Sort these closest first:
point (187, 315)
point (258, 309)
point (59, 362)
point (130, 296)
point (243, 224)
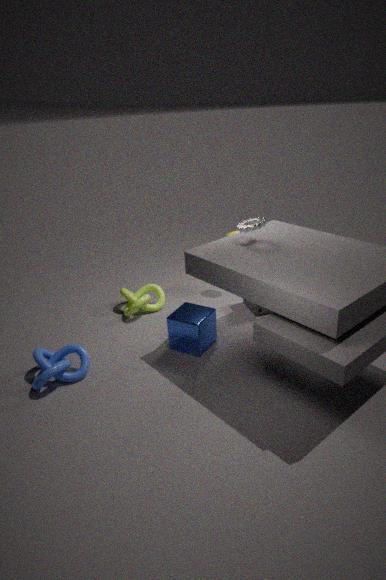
point (59, 362), point (243, 224), point (187, 315), point (258, 309), point (130, 296)
